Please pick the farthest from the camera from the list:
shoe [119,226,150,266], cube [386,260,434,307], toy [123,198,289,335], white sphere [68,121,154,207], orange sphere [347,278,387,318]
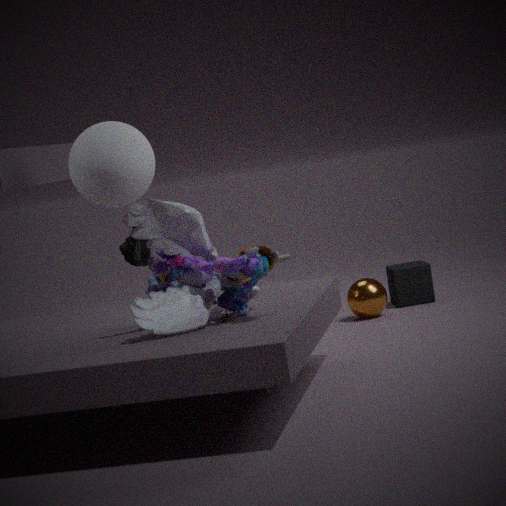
cube [386,260,434,307]
